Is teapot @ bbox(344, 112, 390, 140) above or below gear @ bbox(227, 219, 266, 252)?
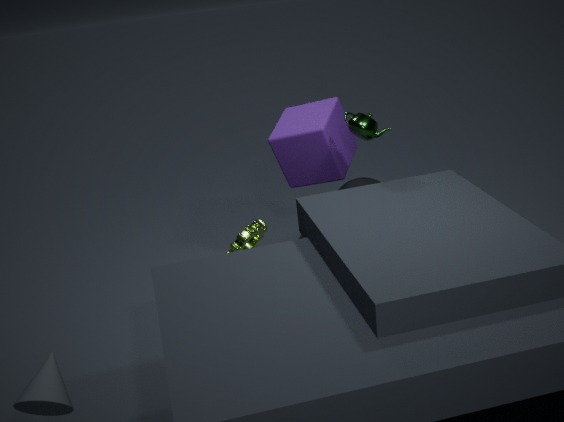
above
